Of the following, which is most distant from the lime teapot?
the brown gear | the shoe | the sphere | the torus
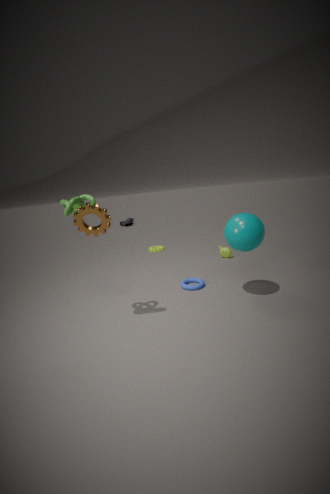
the shoe
